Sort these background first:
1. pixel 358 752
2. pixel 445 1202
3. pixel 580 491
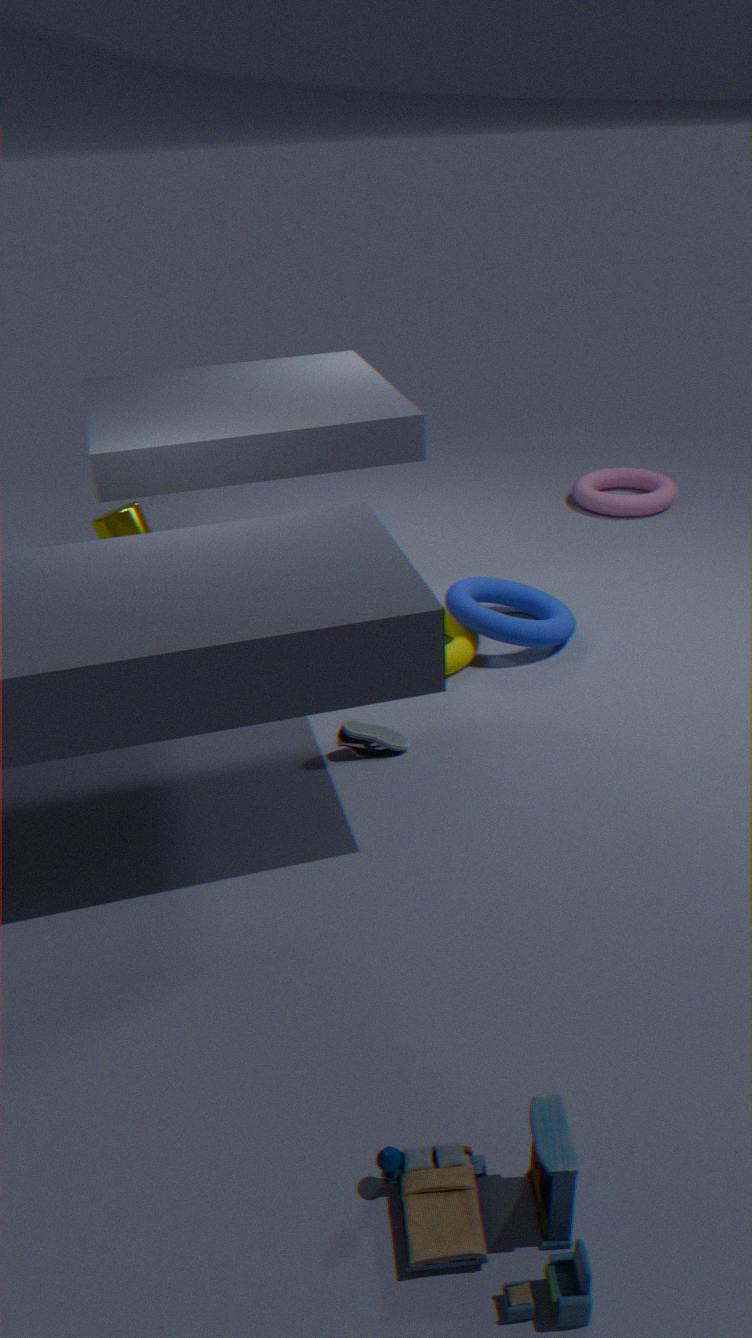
1. pixel 580 491
2. pixel 358 752
3. pixel 445 1202
